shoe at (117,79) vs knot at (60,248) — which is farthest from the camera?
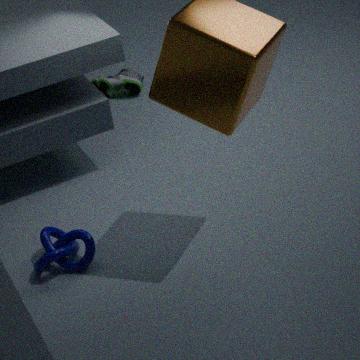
shoe at (117,79)
